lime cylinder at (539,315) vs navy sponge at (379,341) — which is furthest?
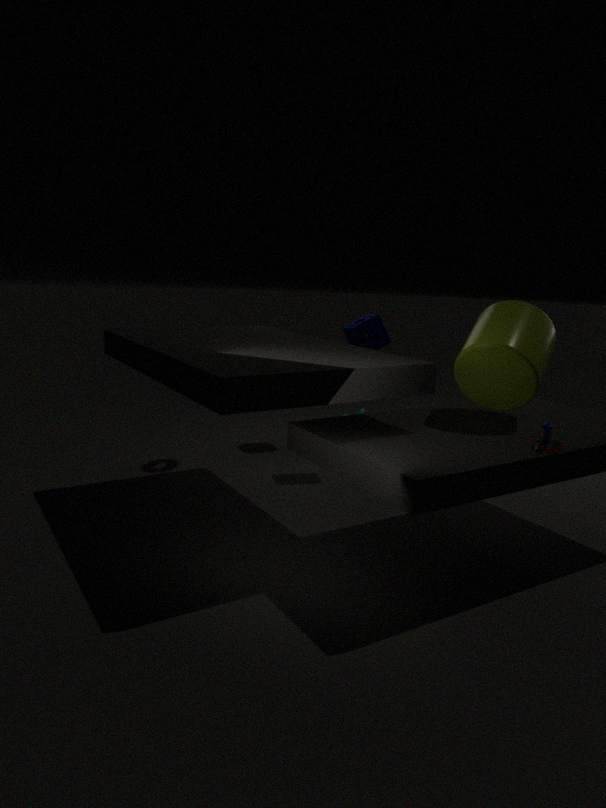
navy sponge at (379,341)
